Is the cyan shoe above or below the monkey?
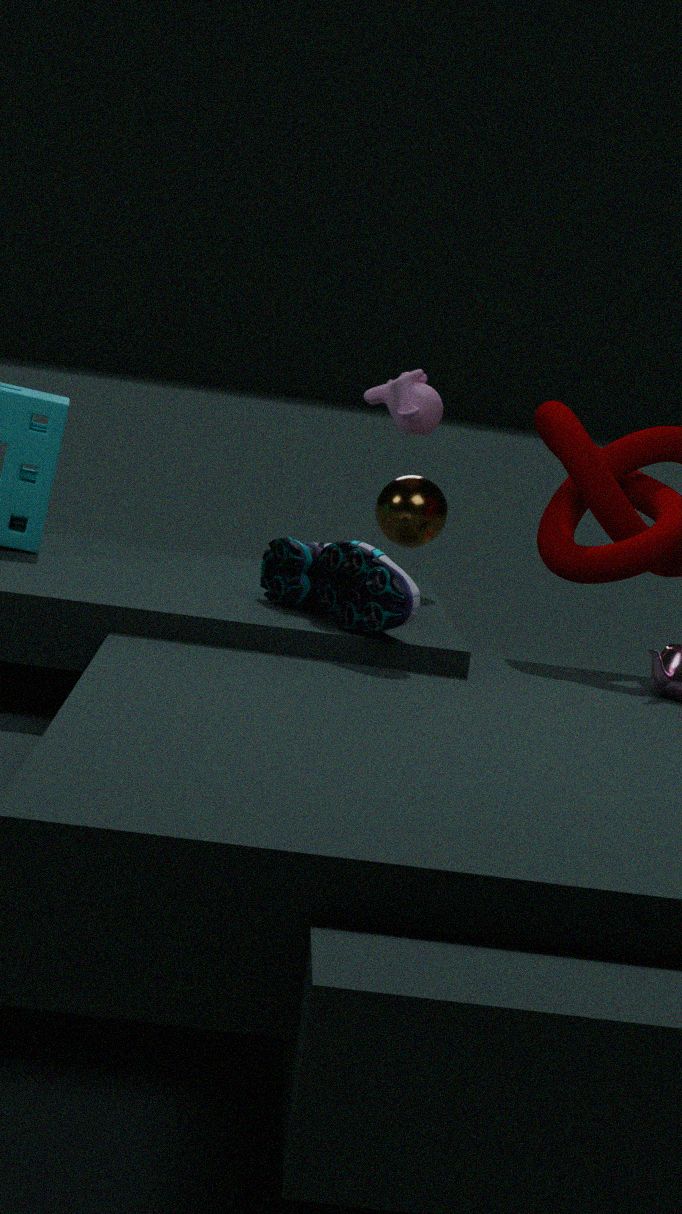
below
